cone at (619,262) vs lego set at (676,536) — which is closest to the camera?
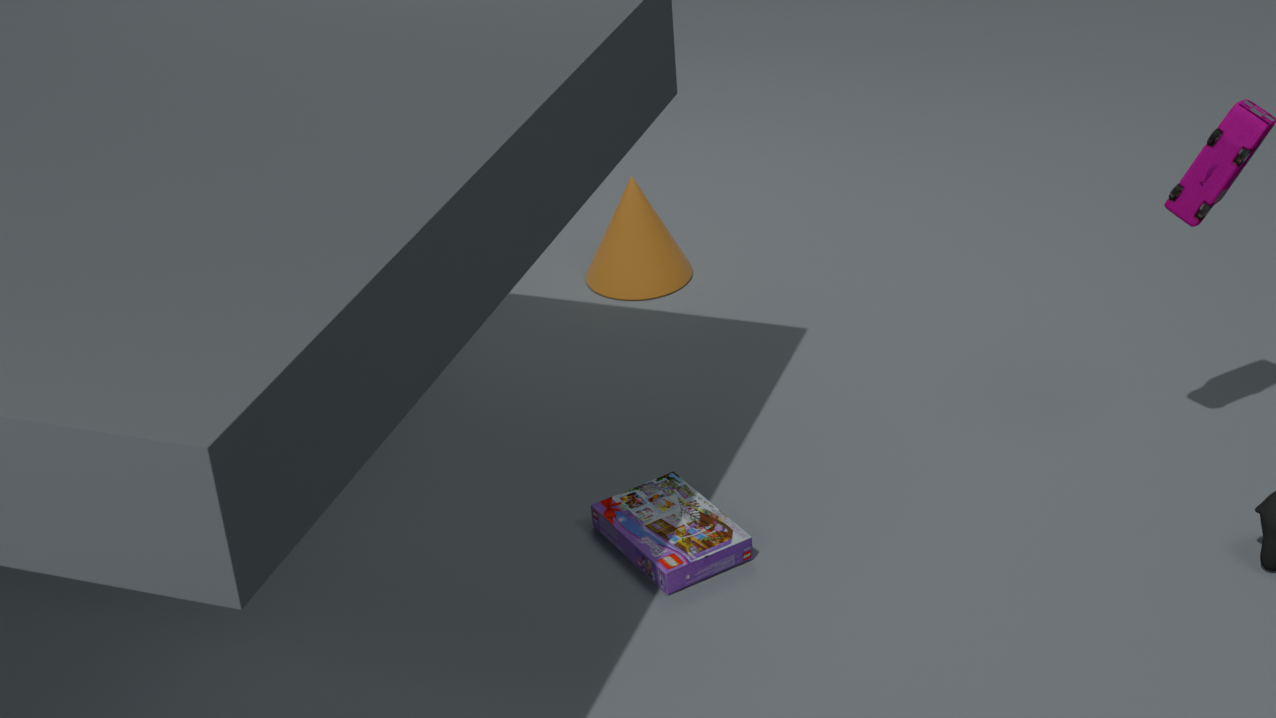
lego set at (676,536)
